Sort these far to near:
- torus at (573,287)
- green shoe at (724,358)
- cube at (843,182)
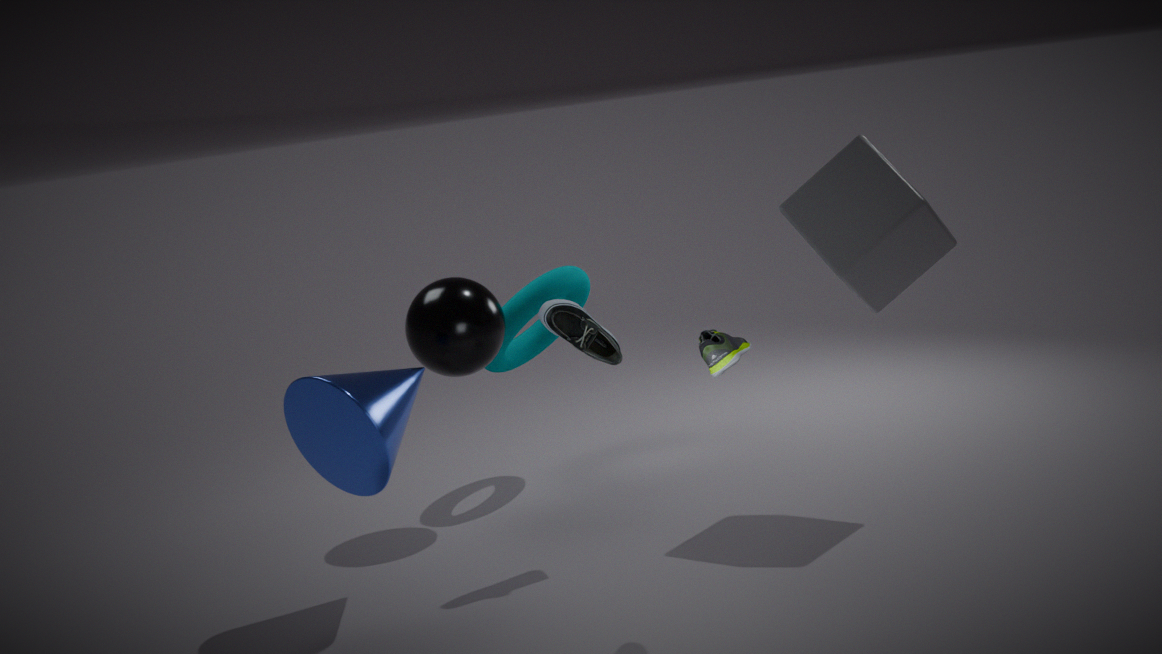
torus at (573,287) < cube at (843,182) < green shoe at (724,358)
